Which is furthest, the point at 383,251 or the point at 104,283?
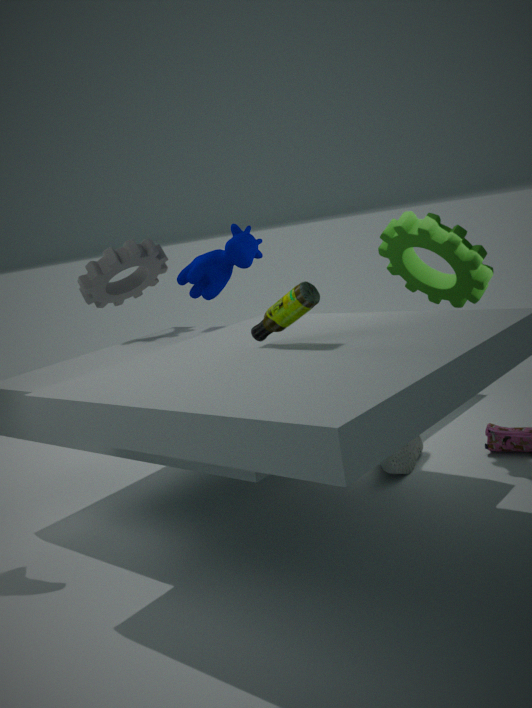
the point at 104,283
